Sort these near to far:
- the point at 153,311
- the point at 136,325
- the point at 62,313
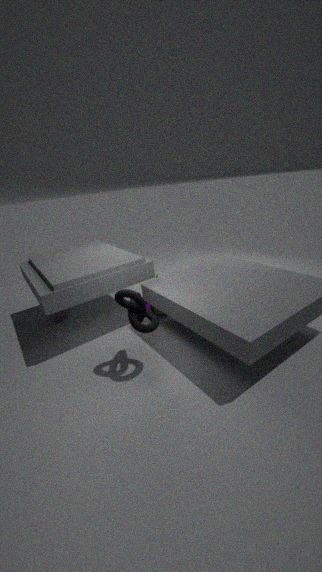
the point at 136,325, the point at 153,311, the point at 62,313
